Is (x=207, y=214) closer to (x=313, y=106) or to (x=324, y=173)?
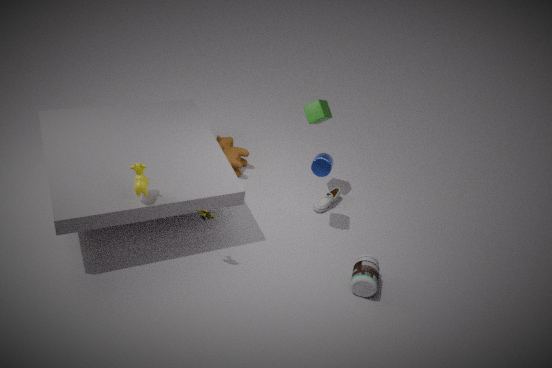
(x=324, y=173)
